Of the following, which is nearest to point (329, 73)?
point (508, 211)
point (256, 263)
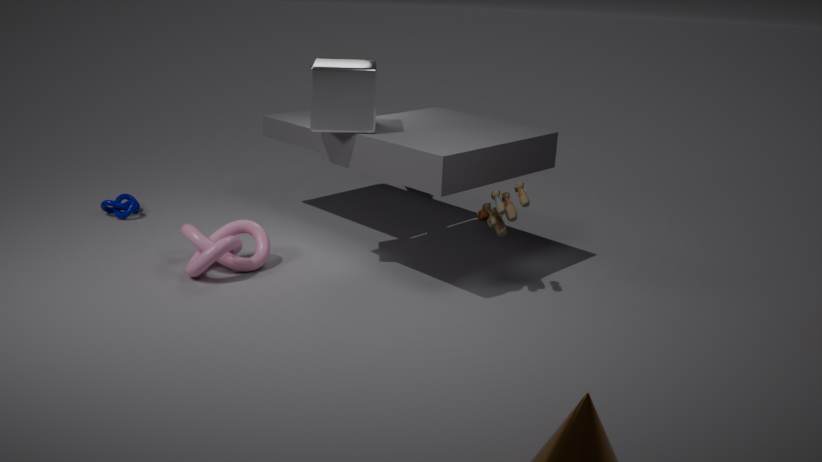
point (508, 211)
